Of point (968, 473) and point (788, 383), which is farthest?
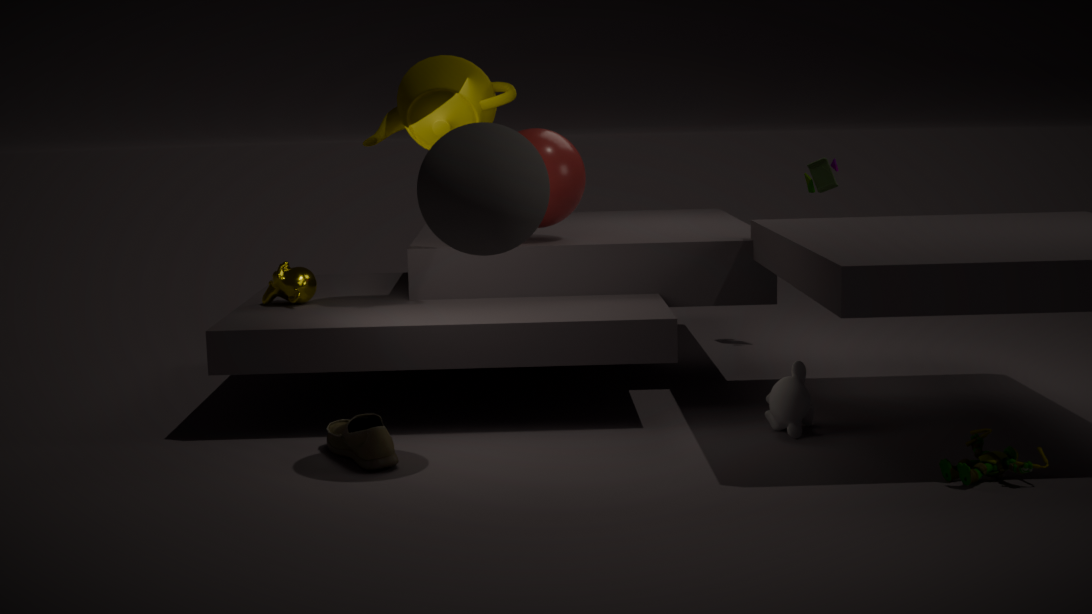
point (788, 383)
